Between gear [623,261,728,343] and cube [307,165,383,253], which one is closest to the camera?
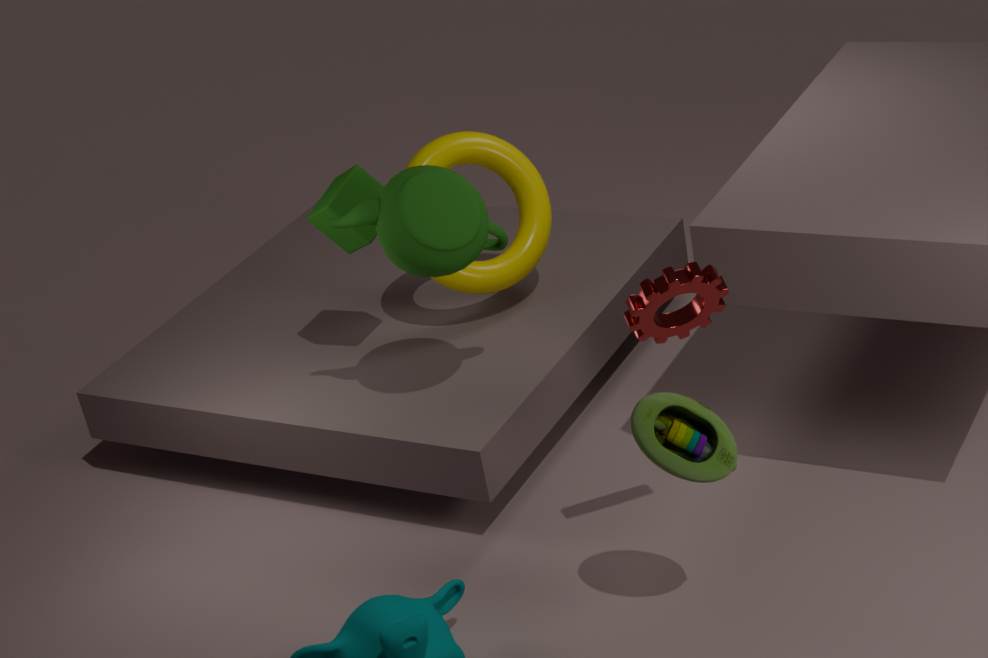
gear [623,261,728,343]
